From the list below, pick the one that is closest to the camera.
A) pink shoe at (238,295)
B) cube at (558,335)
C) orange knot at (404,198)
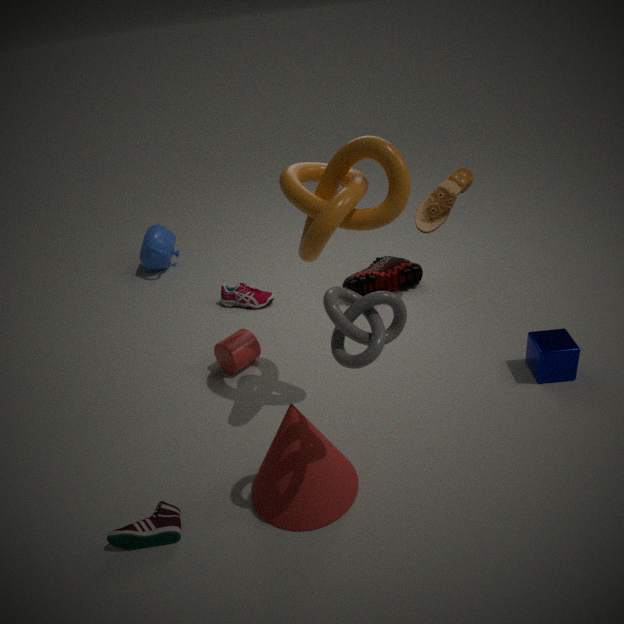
orange knot at (404,198)
